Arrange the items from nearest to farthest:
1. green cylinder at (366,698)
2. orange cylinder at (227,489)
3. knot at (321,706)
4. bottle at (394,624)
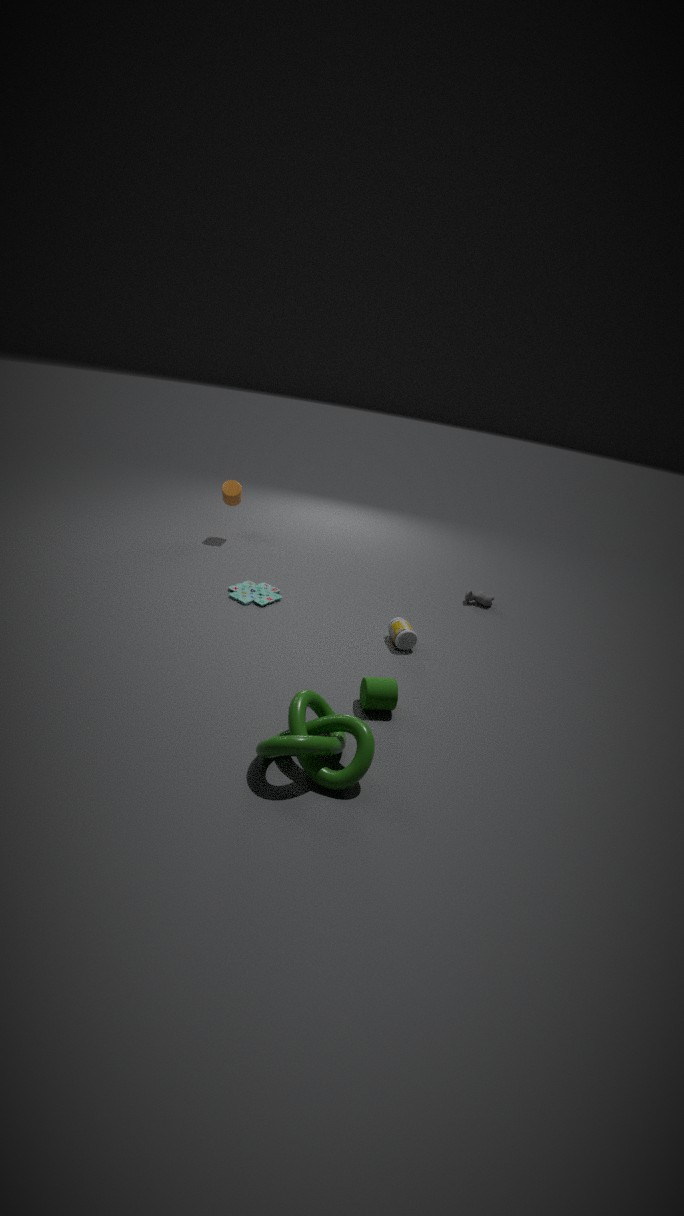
knot at (321,706) < green cylinder at (366,698) < bottle at (394,624) < orange cylinder at (227,489)
